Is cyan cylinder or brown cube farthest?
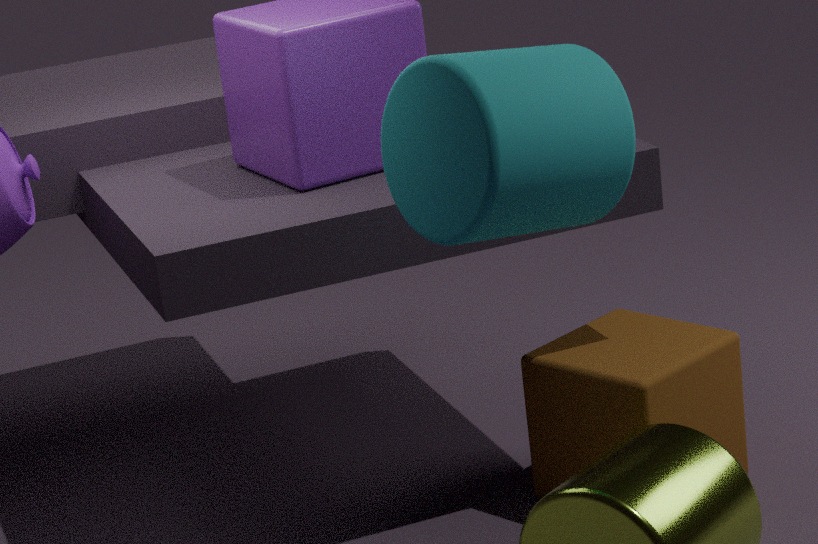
brown cube
